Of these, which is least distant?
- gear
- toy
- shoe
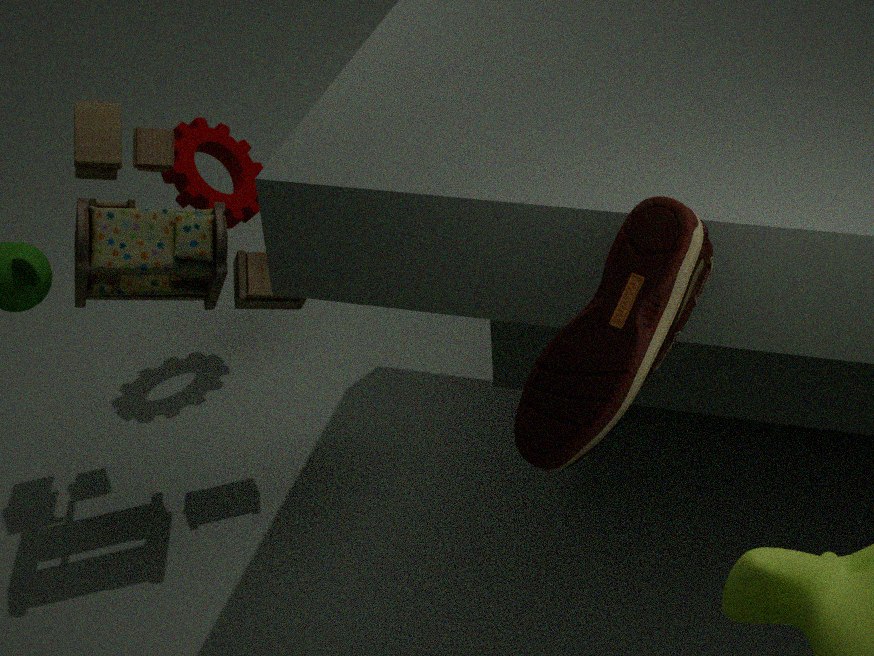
shoe
